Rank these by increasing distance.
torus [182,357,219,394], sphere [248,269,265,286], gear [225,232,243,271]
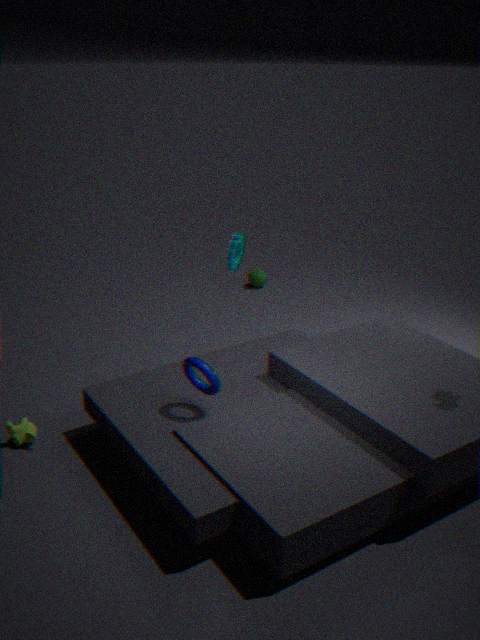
torus [182,357,219,394], gear [225,232,243,271], sphere [248,269,265,286]
